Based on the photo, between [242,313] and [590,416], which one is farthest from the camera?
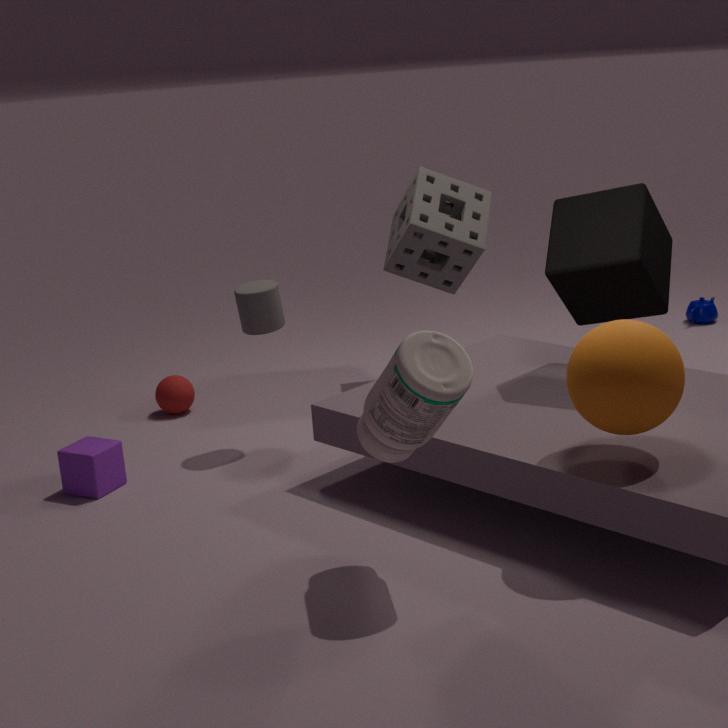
[242,313]
